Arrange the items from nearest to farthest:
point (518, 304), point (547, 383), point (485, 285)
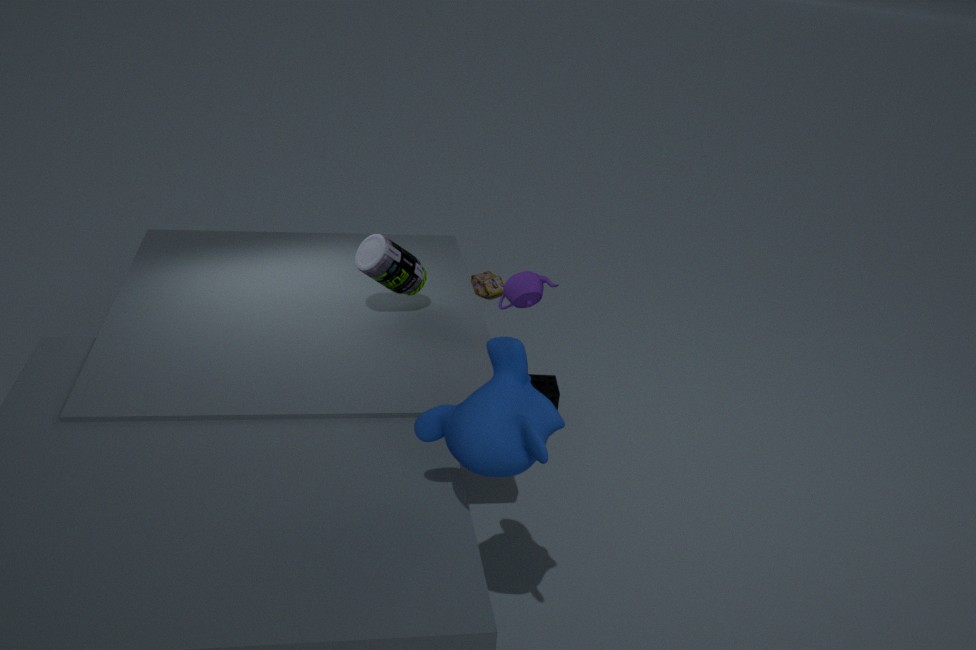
point (518, 304) < point (547, 383) < point (485, 285)
